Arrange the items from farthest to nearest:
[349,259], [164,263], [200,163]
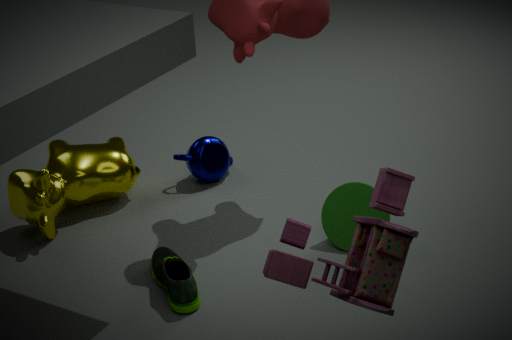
[200,163]
[164,263]
[349,259]
